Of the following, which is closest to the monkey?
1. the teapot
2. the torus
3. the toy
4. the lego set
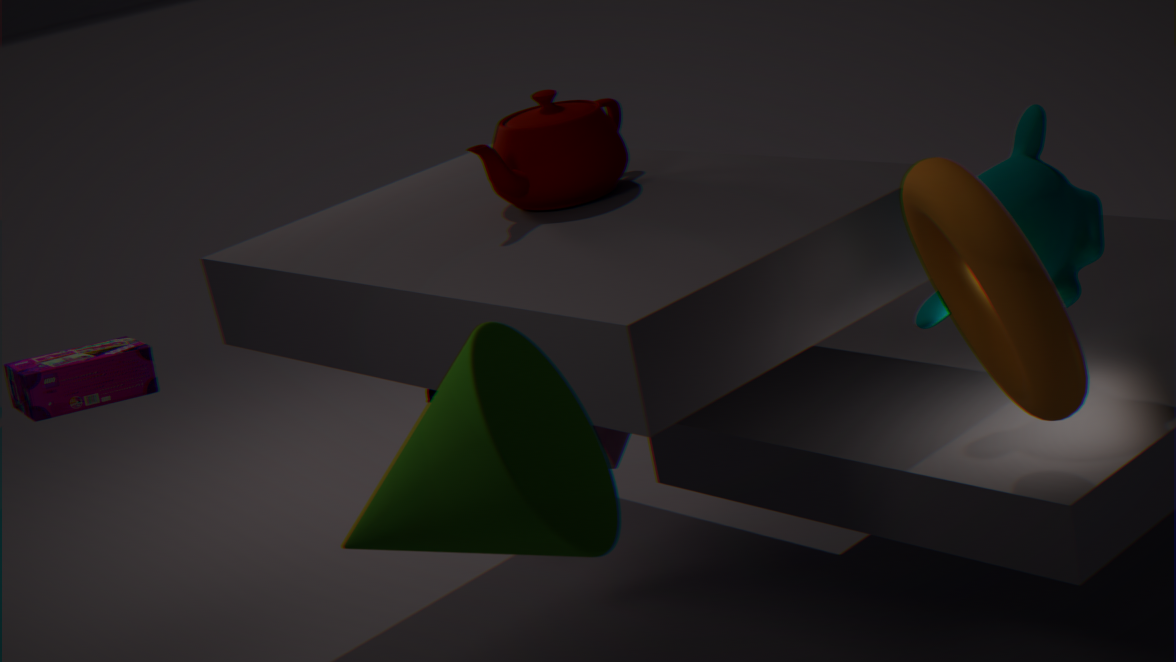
the torus
